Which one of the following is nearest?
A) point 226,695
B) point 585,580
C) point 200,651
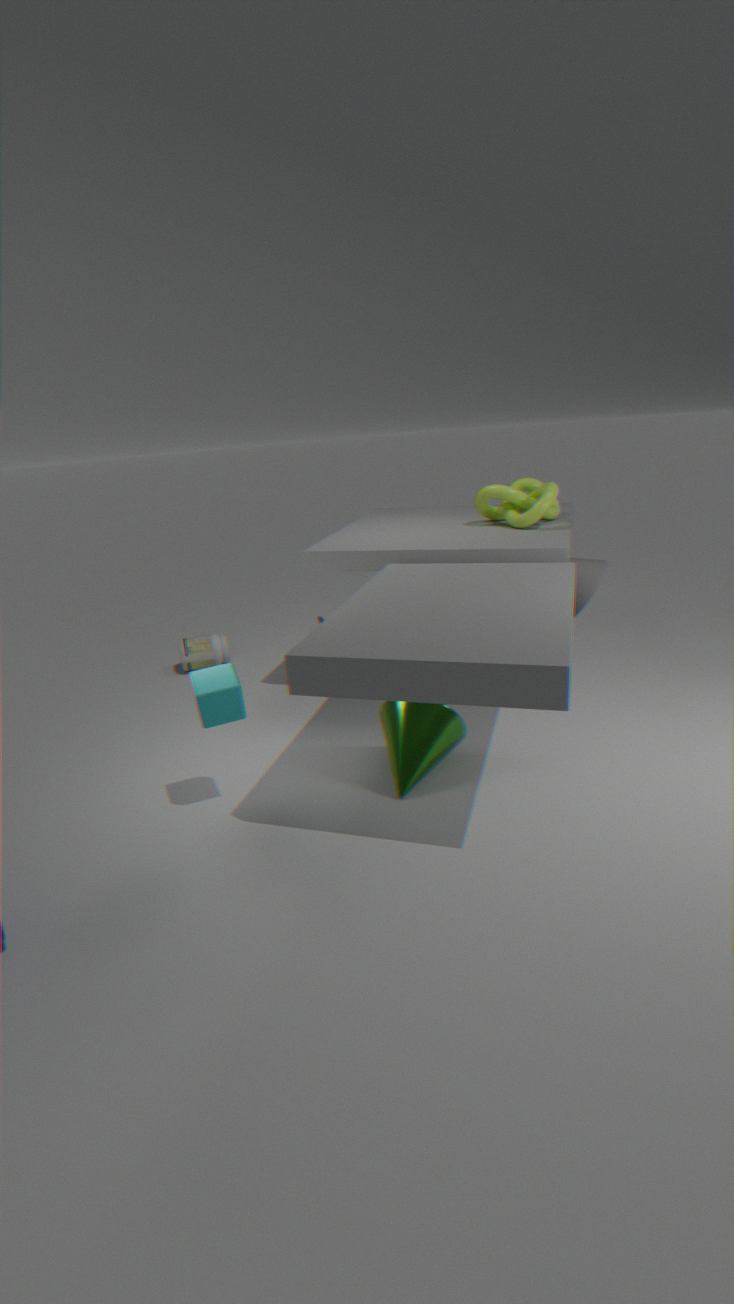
point 226,695
